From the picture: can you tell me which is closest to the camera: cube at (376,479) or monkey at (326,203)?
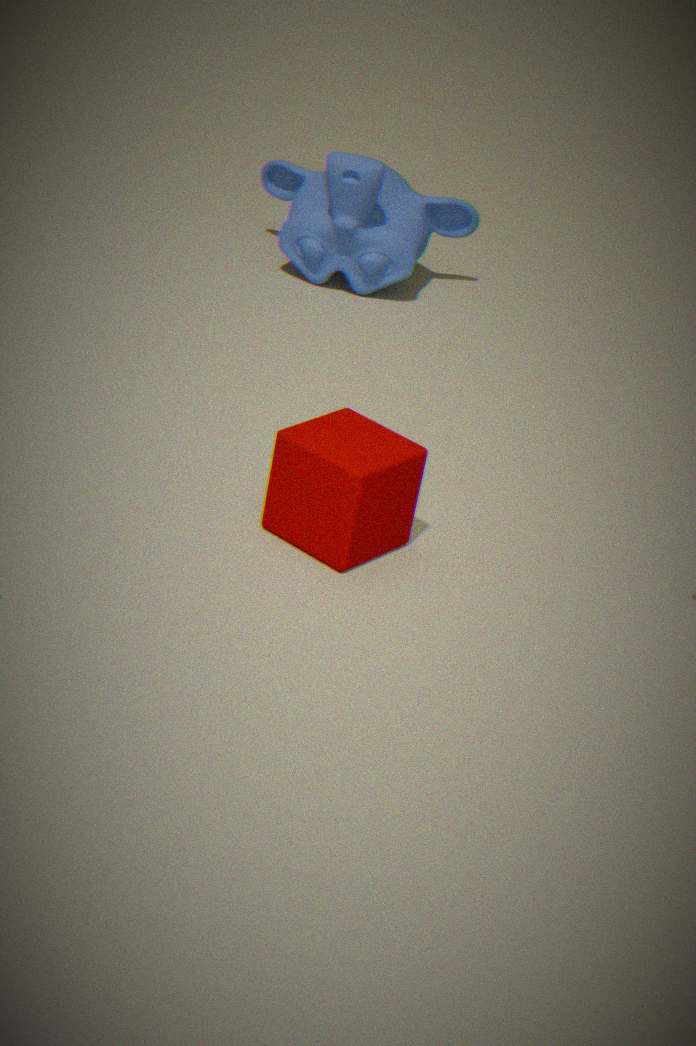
cube at (376,479)
